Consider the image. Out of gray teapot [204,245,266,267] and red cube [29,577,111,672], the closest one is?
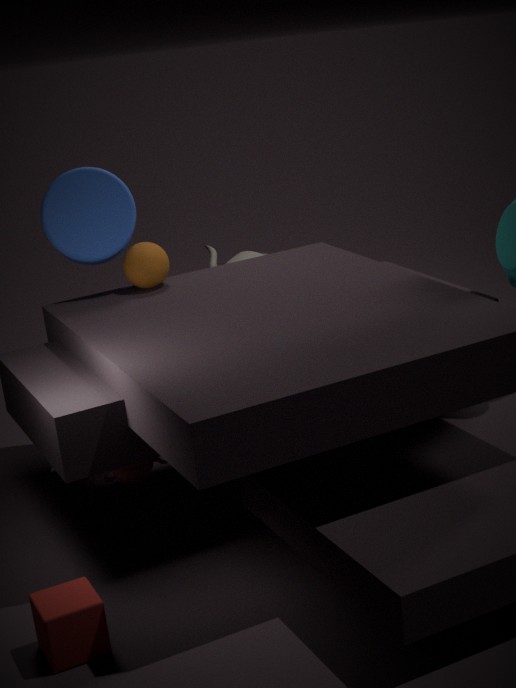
red cube [29,577,111,672]
